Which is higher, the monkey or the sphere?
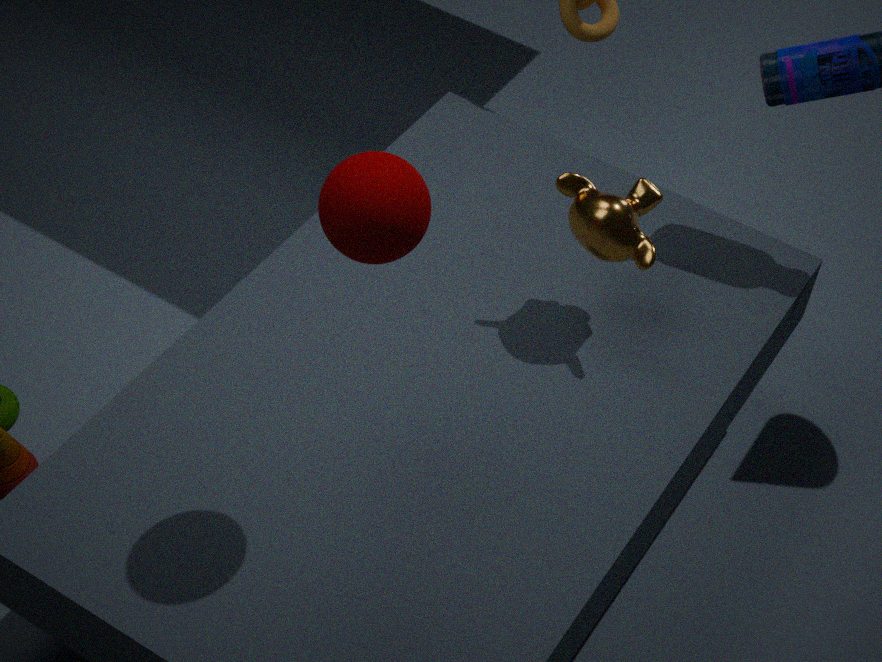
the sphere
